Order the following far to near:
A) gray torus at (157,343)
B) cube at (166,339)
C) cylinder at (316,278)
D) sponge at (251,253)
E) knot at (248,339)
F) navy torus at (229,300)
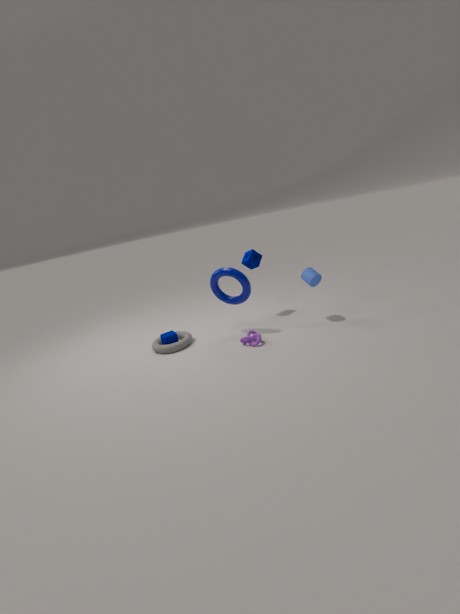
sponge at (251,253)
cube at (166,339)
gray torus at (157,343)
cylinder at (316,278)
navy torus at (229,300)
knot at (248,339)
